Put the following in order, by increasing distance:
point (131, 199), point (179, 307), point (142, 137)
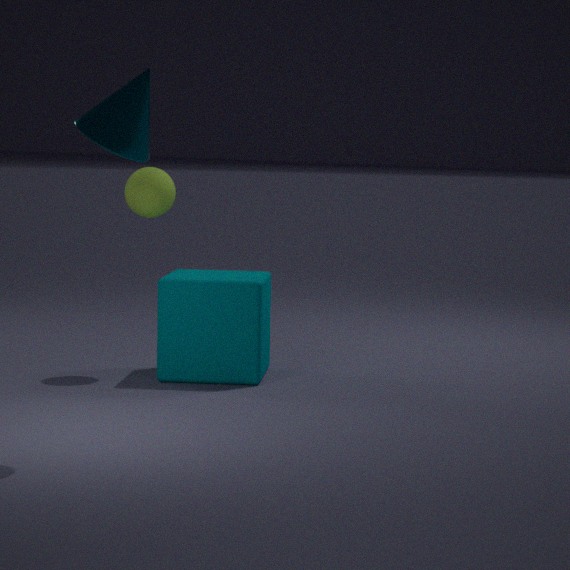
point (142, 137) → point (179, 307) → point (131, 199)
